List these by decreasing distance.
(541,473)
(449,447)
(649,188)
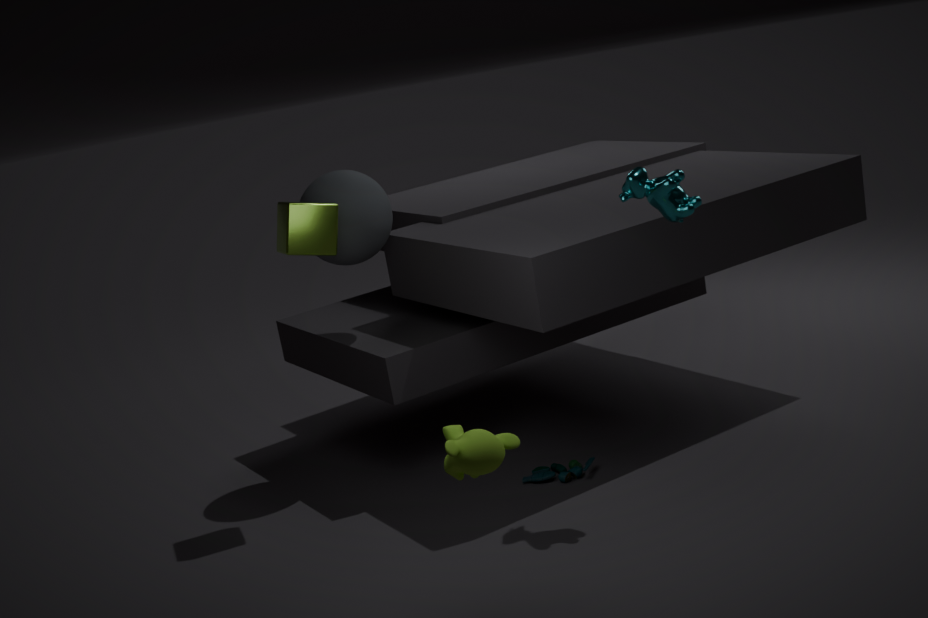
(541,473)
(649,188)
(449,447)
